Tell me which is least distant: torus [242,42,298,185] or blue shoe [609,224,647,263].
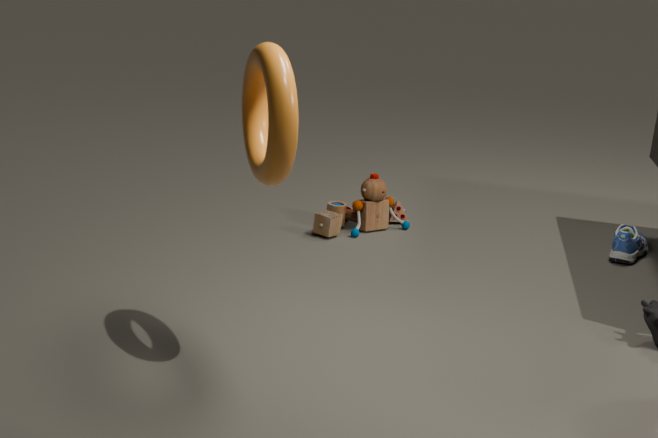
torus [242,42,298,185]
